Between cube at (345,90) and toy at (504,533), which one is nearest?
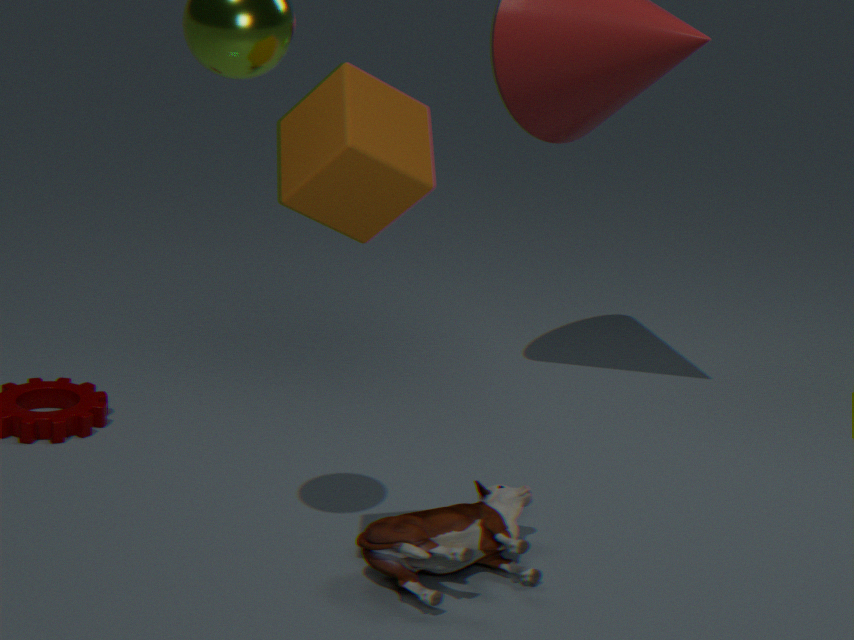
cube at (345,90)
